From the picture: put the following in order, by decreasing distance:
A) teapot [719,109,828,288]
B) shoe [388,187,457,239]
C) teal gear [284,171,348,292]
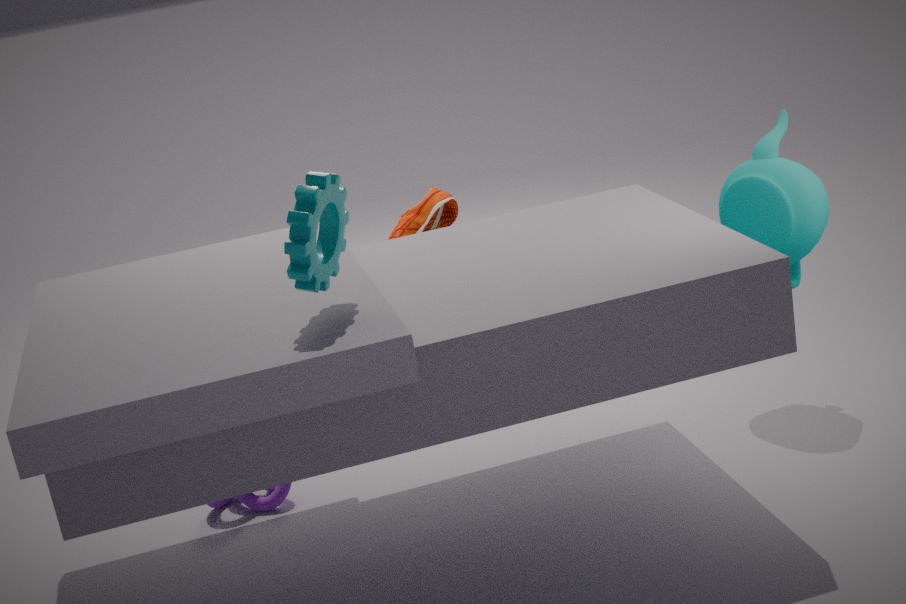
shoe [388,187,457,239]
teapot [719,109,828,288]
teal gear [284,171,348,292]
